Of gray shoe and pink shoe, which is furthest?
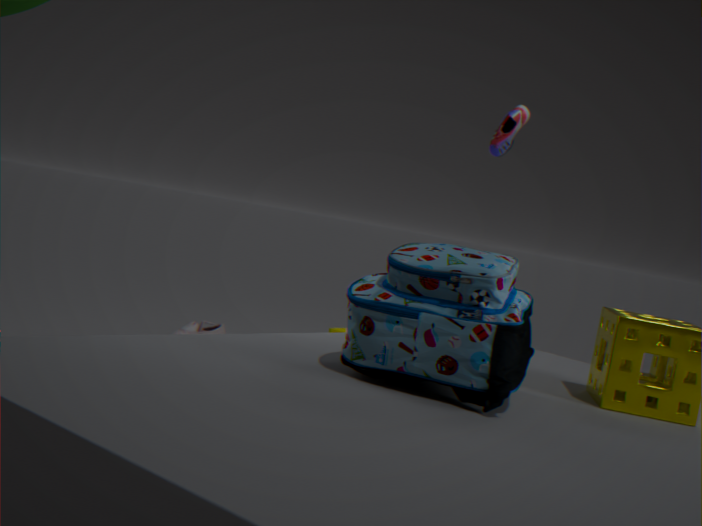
gray shoe
